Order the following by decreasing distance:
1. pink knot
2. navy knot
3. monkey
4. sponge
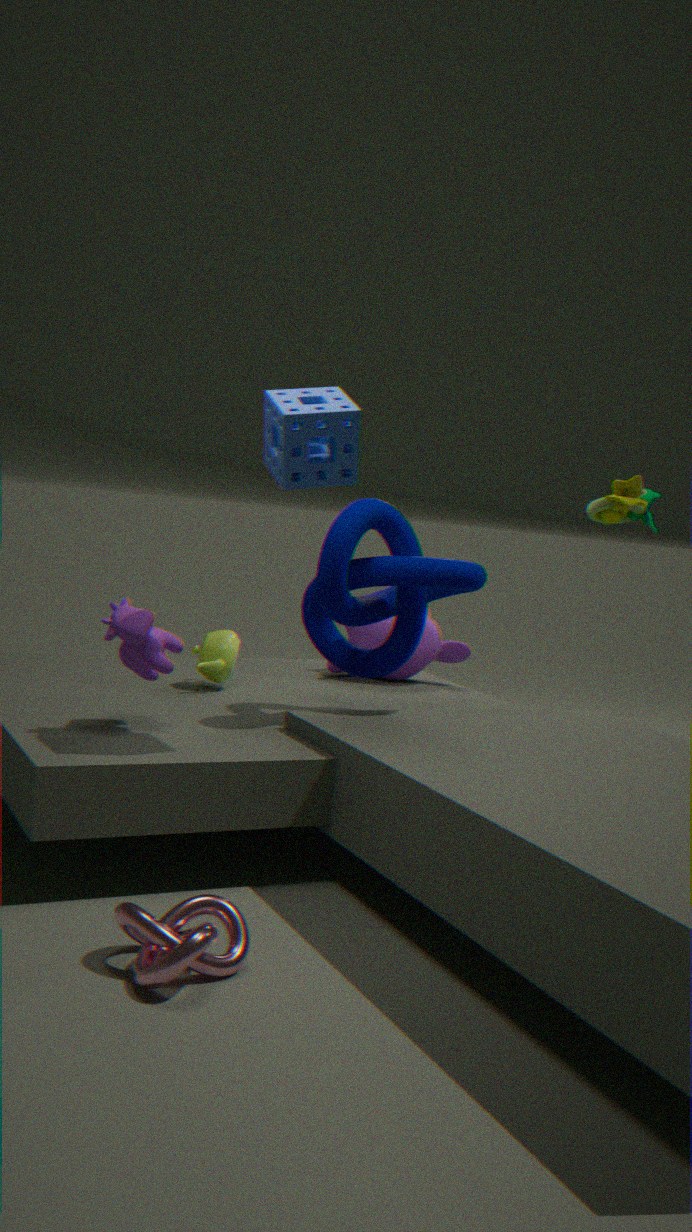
monkey < navy knot < sponge < pink knot
